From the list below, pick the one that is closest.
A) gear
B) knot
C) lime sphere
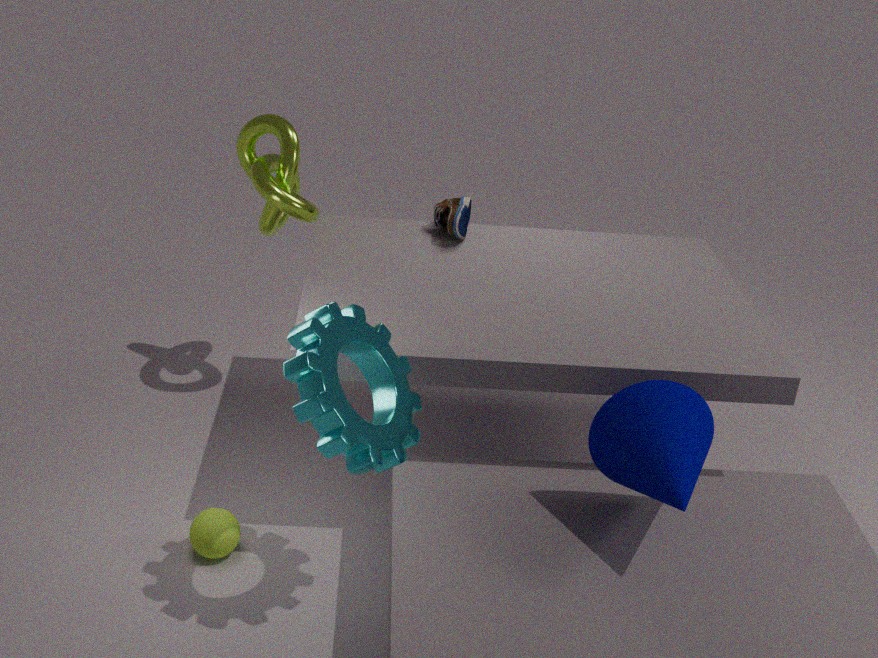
gear
